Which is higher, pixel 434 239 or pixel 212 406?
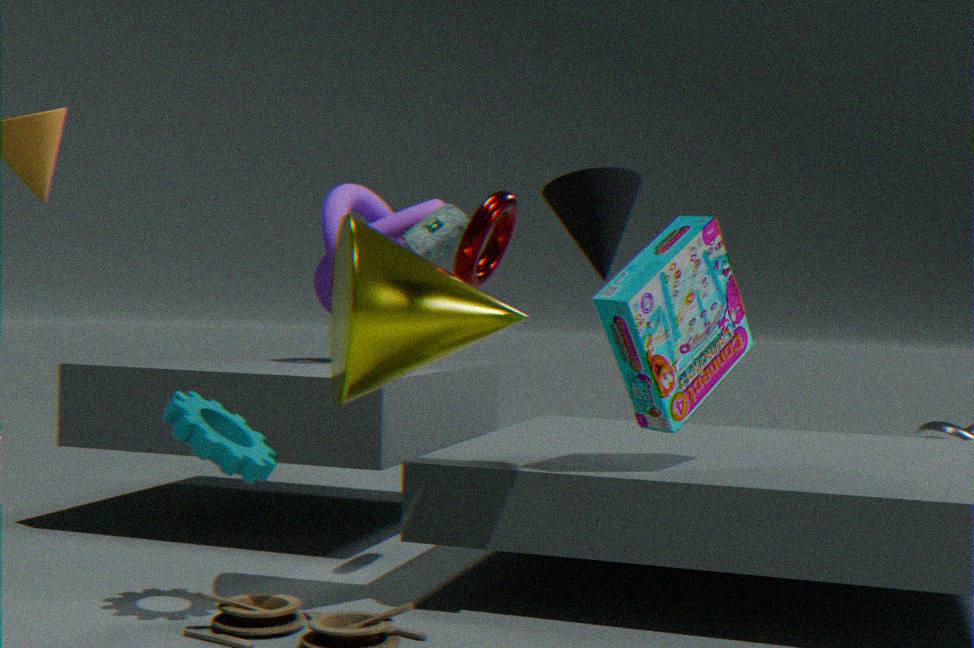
pixel 434 239
